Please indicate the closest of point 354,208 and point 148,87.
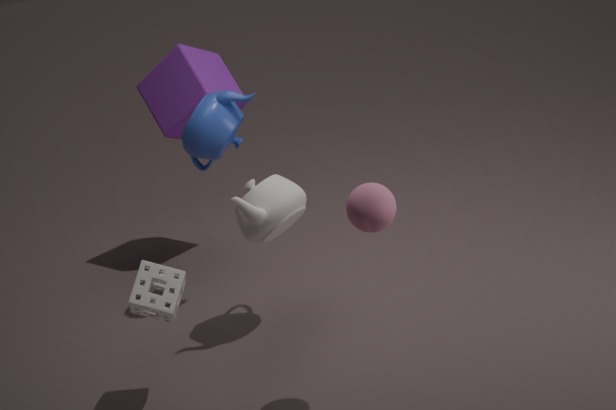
point 354,208
